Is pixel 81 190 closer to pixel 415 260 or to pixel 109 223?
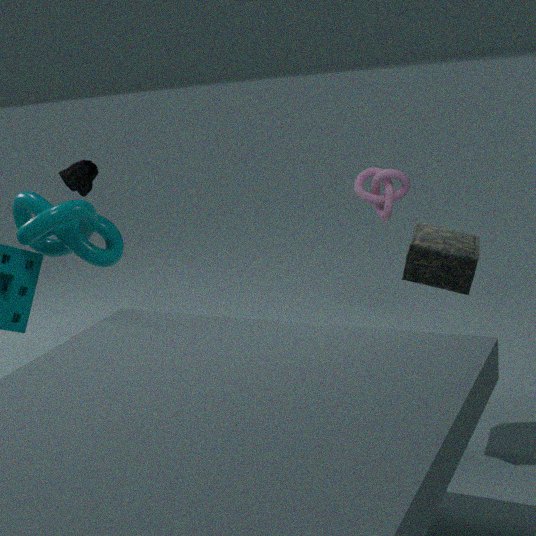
pixel 109 223
